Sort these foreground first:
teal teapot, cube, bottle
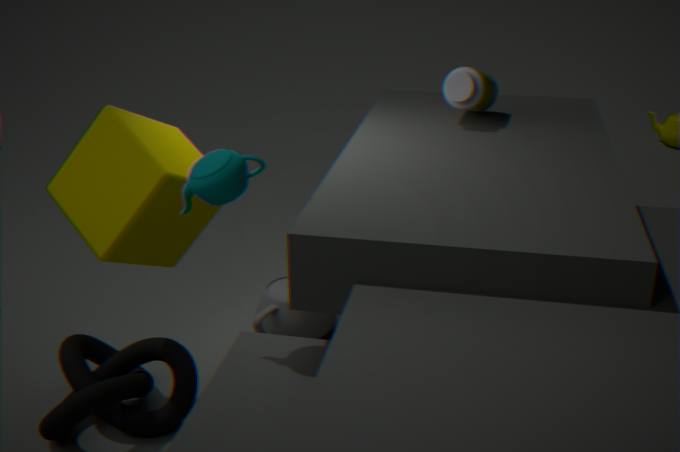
teal teapot
cube
bottle
